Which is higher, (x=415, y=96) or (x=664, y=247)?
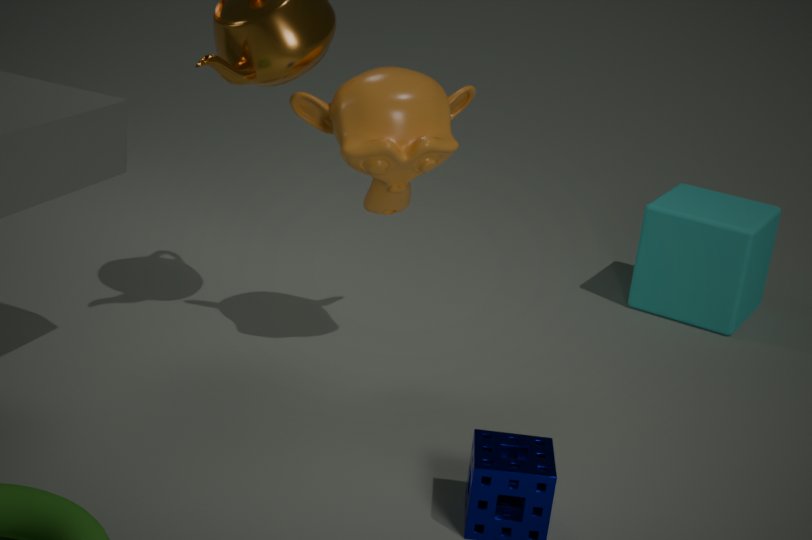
(x=415, y=96)
